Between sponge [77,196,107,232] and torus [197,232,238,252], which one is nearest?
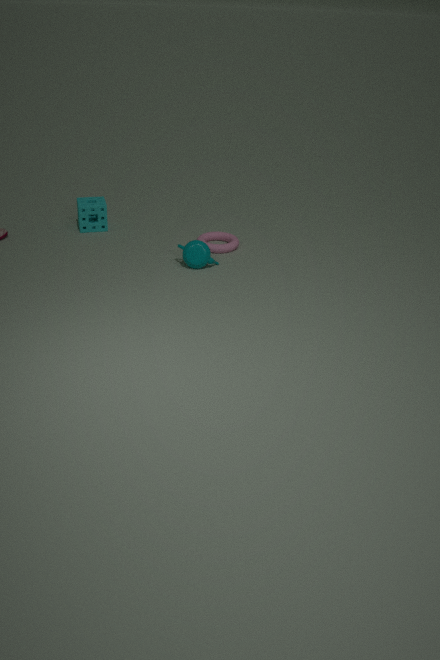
torus [197,232,238,252]
